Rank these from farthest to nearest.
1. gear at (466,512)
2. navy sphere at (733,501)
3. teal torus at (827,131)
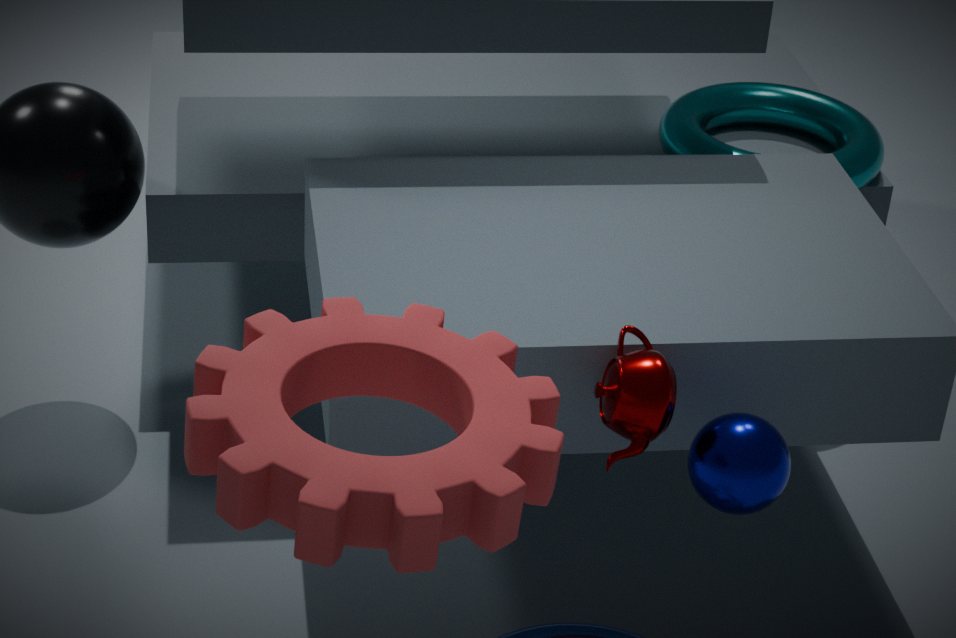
teal torus at (827,131) → navy sphere at (733,501) → gear at (466,512)
